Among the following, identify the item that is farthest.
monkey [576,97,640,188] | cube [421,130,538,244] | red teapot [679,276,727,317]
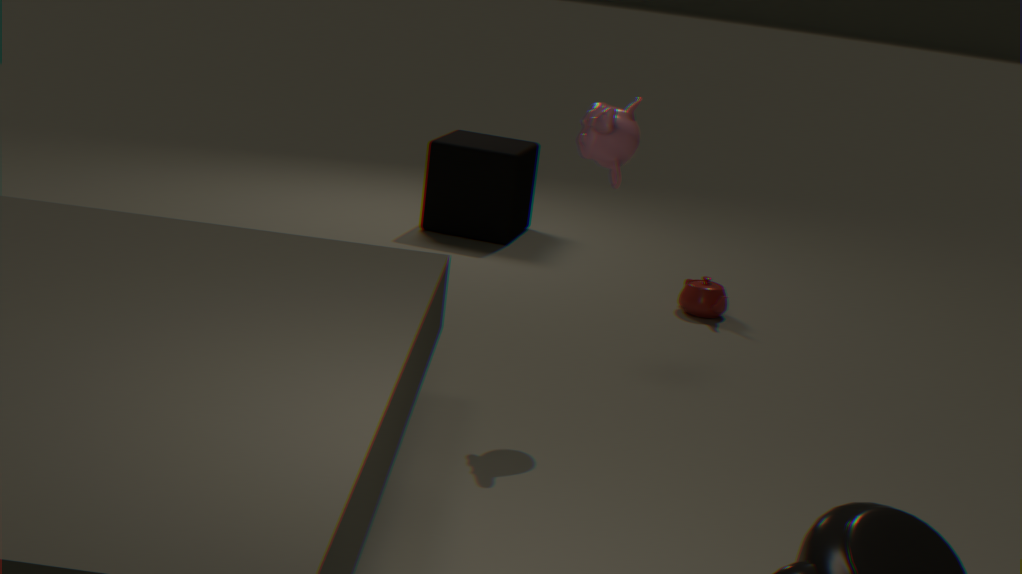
cube [421,130,538,244]
